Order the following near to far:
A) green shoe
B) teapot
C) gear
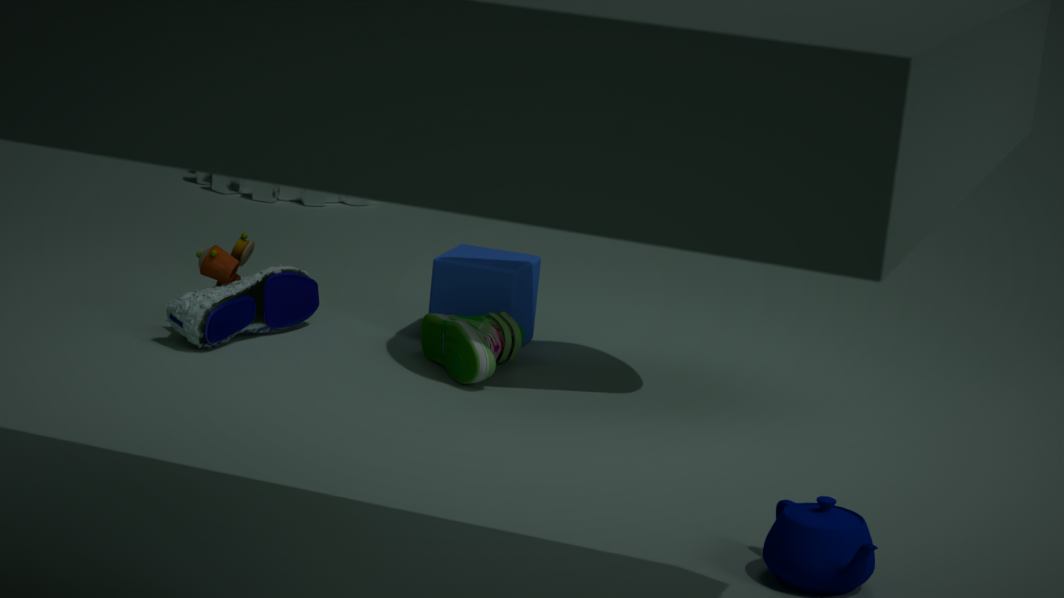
1. teapot
2. green shoe
3. gear
